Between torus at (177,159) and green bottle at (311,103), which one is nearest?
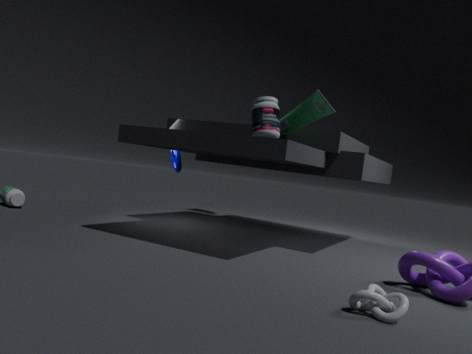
green bottle at (311,103)
